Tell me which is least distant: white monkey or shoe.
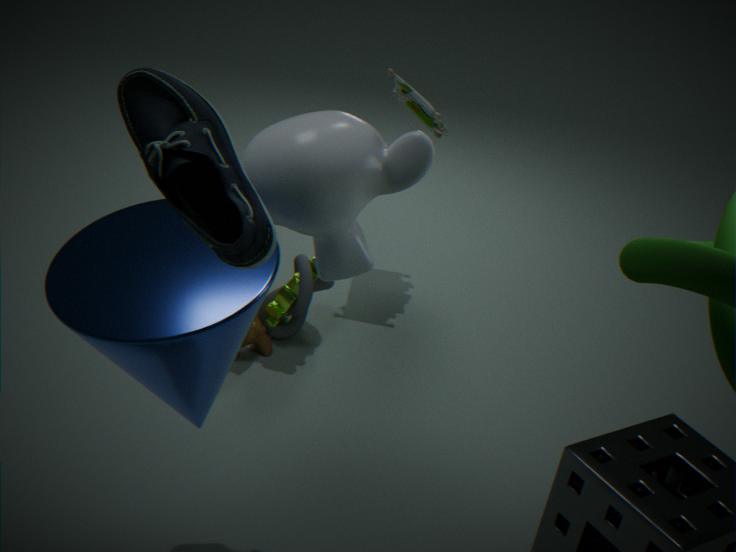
shoe
